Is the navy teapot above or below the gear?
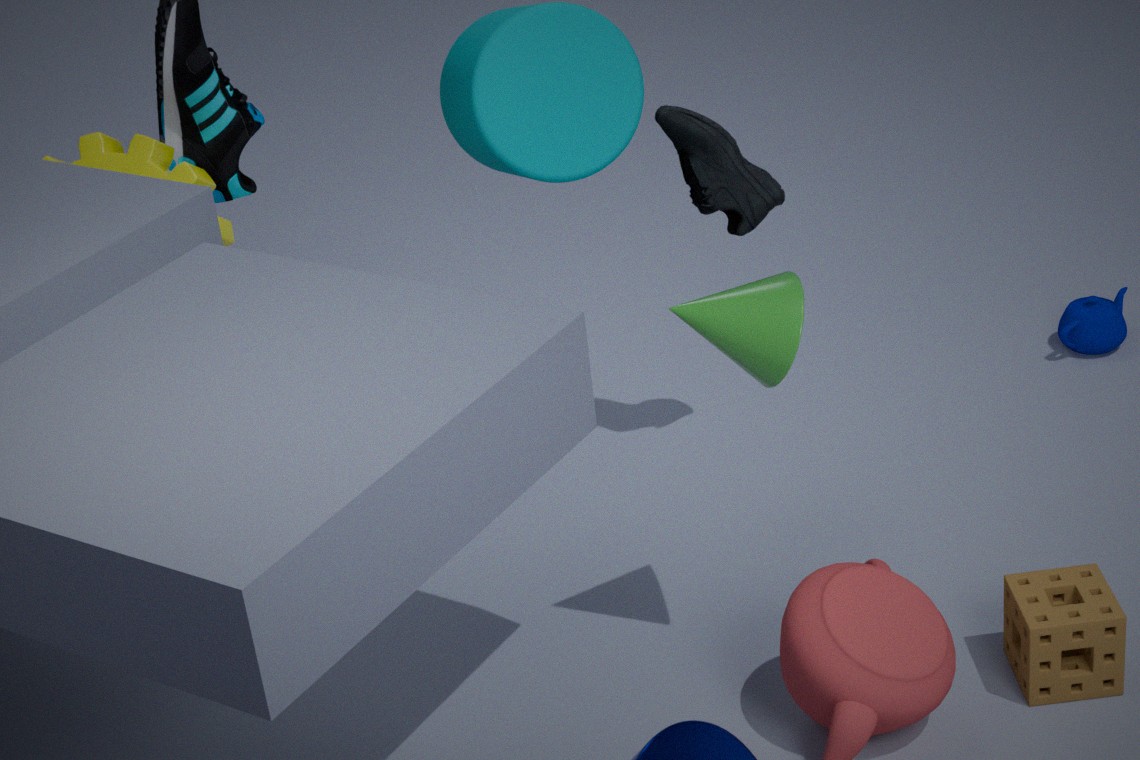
below
